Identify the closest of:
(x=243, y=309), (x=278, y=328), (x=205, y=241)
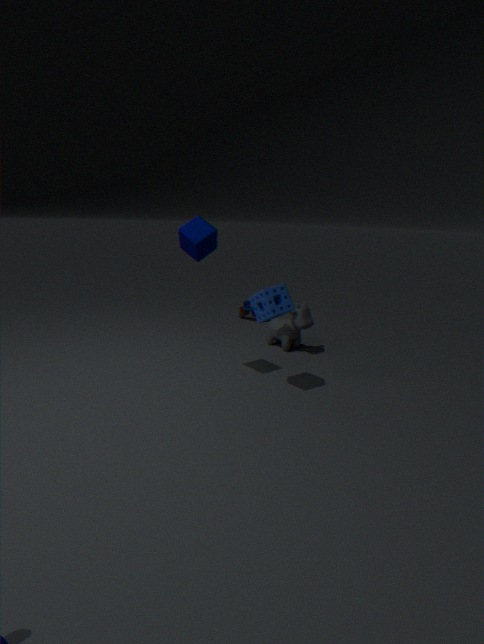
(x=205, y=241)
